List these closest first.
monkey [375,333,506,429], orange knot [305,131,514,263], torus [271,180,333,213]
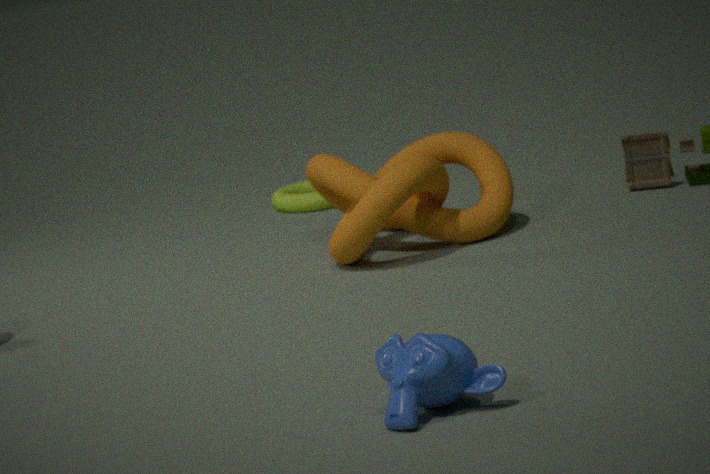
1. monkey [375,333,506,429]
2. orange knot [305,131,514,263]
3. torus [271,180,333,213]
